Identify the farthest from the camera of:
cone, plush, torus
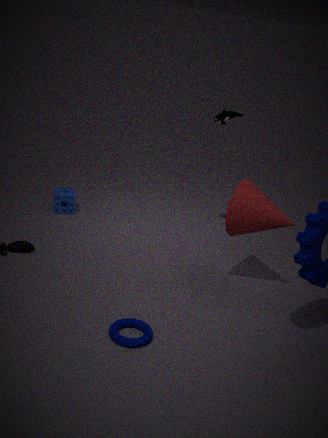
plush
